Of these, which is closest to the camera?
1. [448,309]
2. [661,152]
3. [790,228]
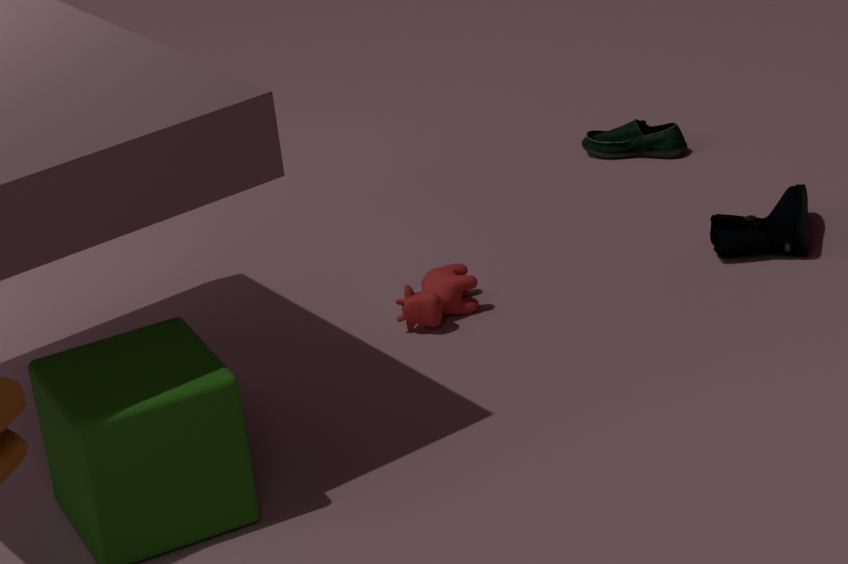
[448,309]
